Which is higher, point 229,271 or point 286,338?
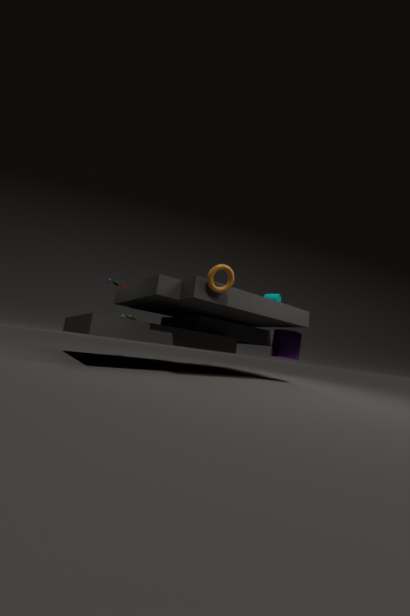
point 229,271
